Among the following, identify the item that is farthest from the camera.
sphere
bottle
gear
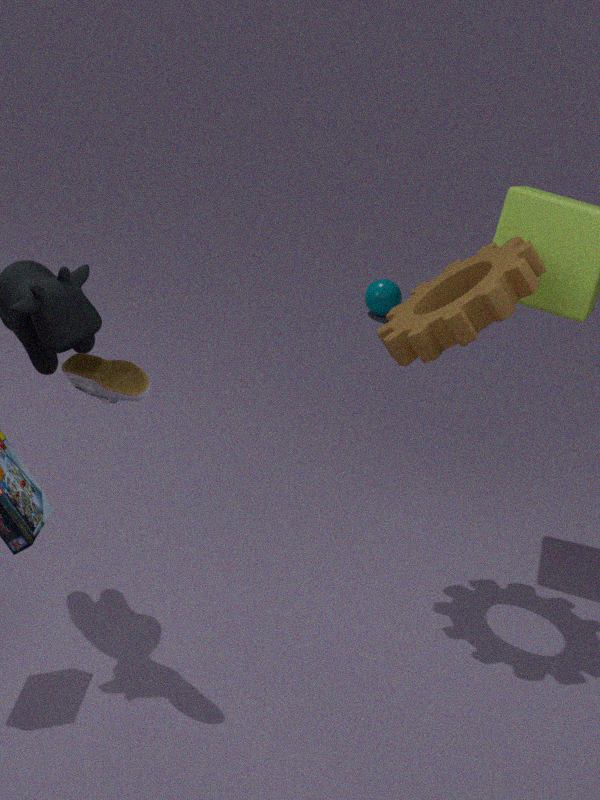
sphere
